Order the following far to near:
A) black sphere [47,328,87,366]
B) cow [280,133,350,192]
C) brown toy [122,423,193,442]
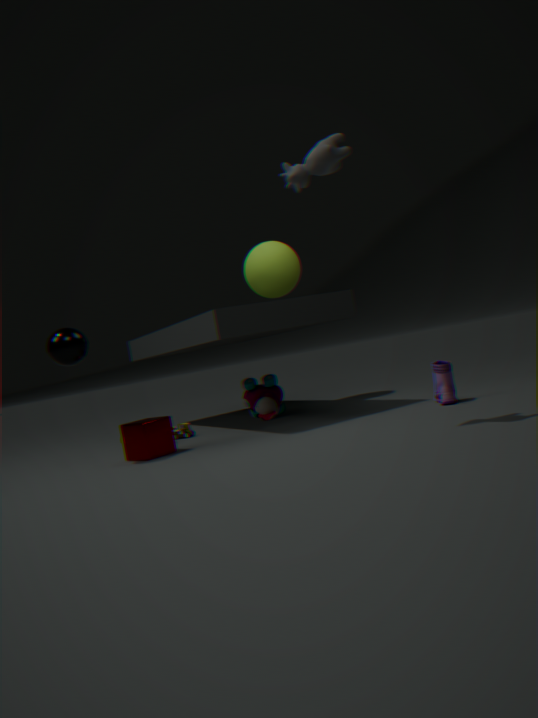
brown toy [122,423,193,442] < black sphere [47,328,87,366] < cow [280,133,350,192]
